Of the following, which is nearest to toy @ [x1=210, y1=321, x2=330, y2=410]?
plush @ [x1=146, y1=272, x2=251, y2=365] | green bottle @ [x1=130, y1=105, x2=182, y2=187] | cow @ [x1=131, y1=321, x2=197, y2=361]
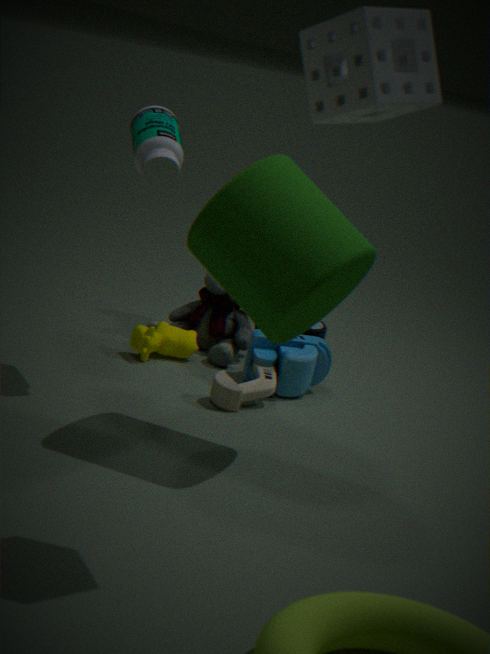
plush @ [x1=146, y1=272, x2=251, y2=365]
